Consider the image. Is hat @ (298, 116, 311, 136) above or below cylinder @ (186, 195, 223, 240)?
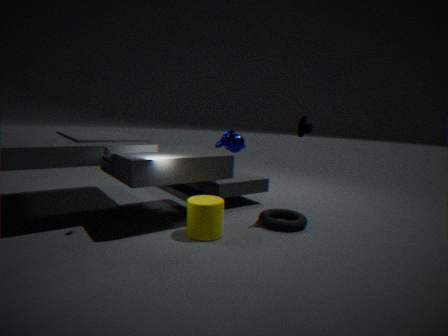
above
